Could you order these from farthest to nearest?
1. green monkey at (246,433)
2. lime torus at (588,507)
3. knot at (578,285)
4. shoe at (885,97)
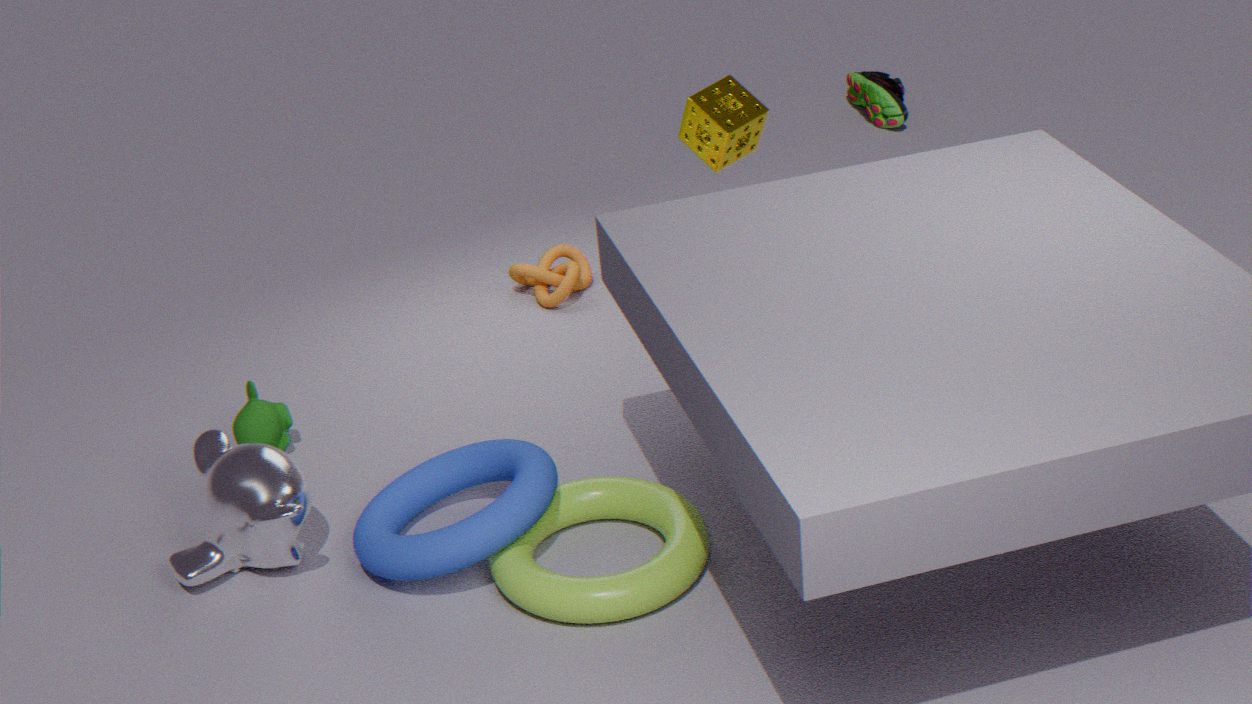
shoe at (885,97), knot at (578,285), green monkey at (246,433), lime torus at (588,507)
